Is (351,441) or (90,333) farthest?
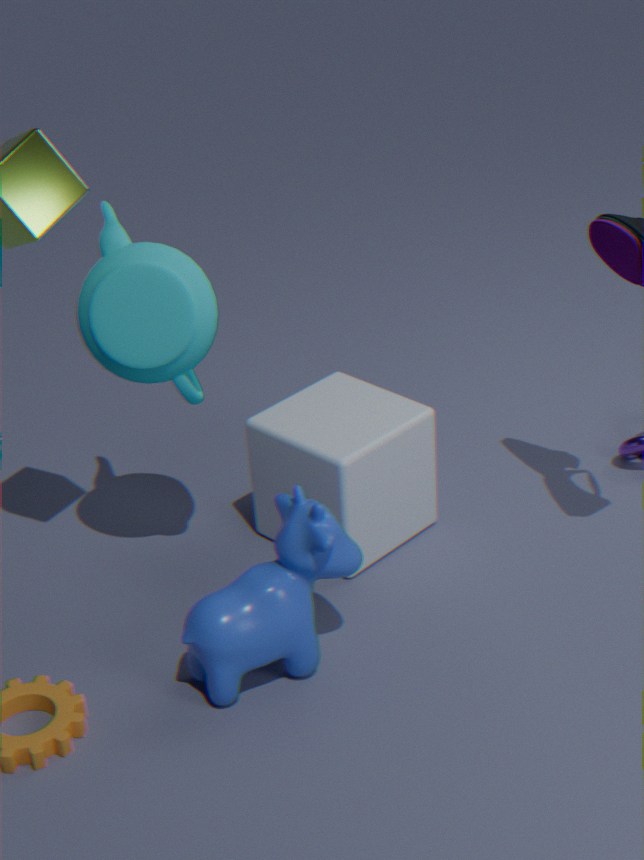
(351,441)
